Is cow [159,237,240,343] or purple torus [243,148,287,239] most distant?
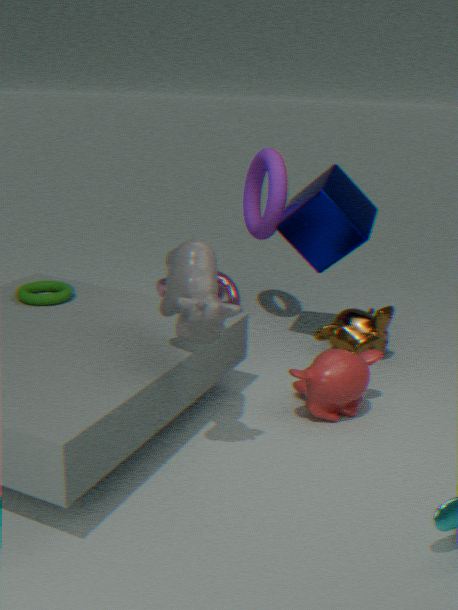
purple torus [243,148,287,239]
